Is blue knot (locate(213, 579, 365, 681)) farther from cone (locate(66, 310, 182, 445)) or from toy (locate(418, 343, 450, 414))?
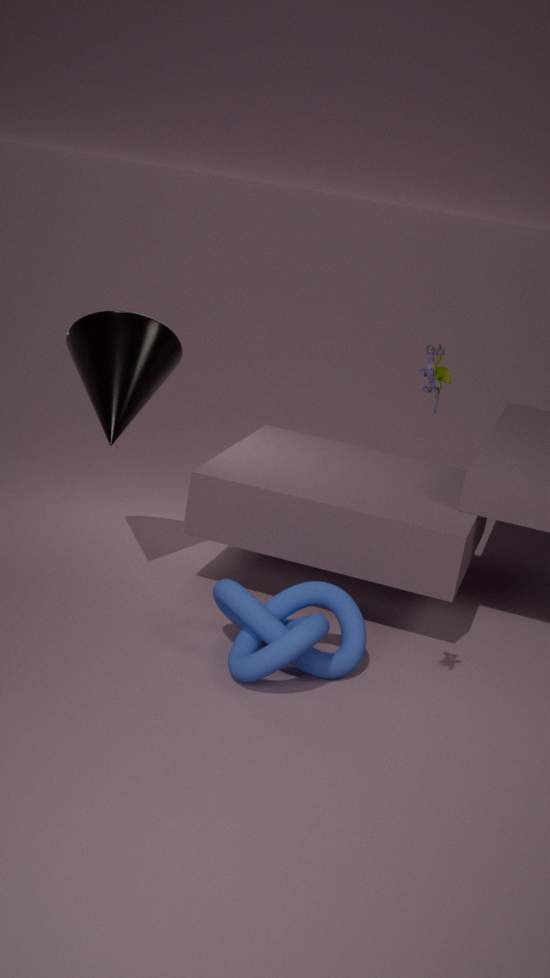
toy (locate(418, 343, 450, 414))
